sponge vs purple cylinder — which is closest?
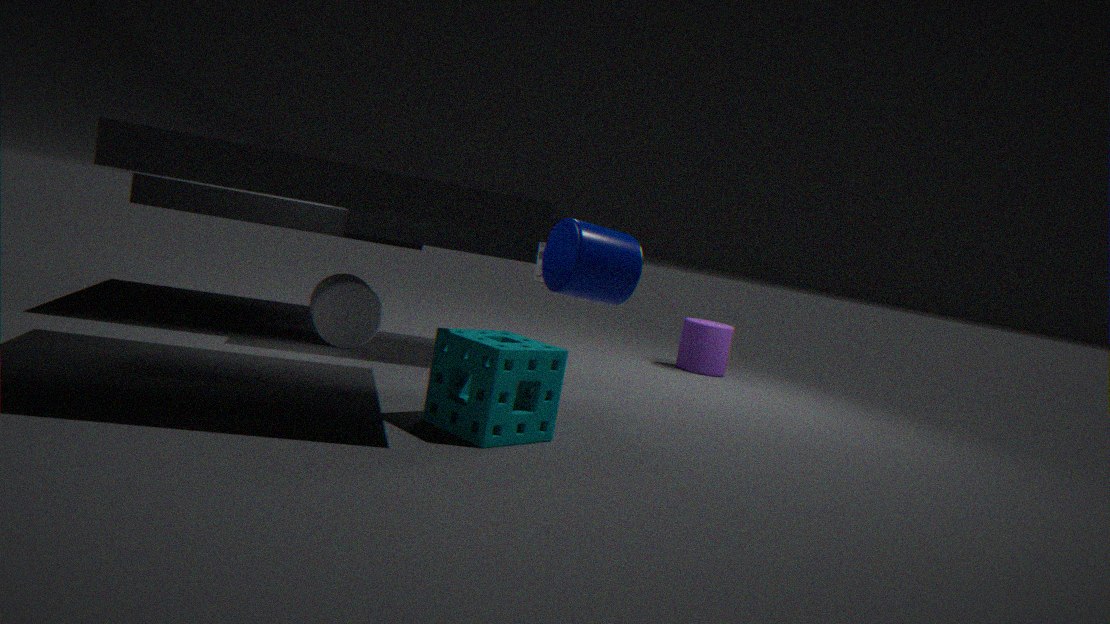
sponge
